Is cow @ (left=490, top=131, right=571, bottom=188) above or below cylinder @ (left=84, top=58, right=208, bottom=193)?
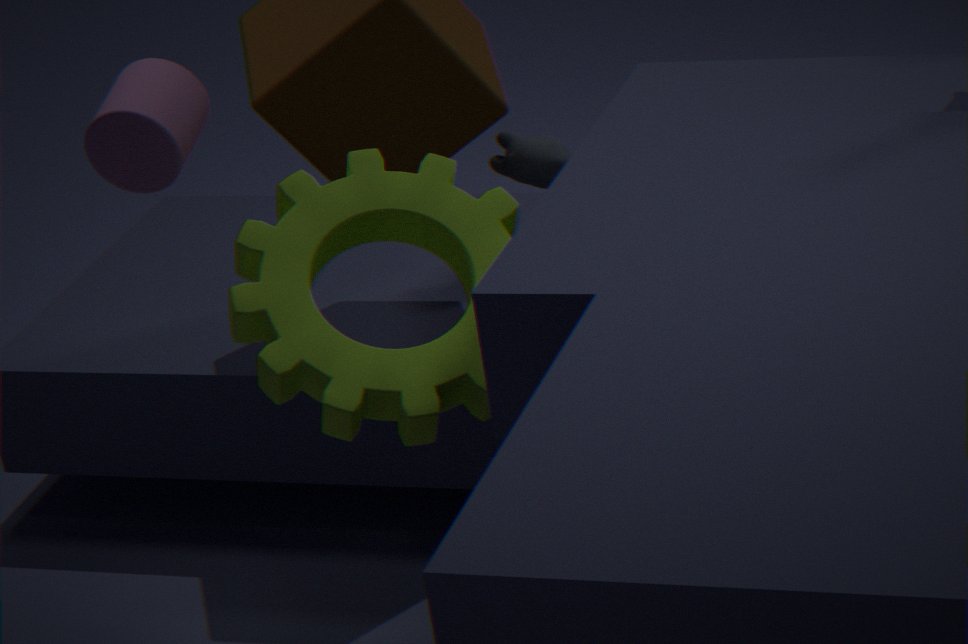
below
